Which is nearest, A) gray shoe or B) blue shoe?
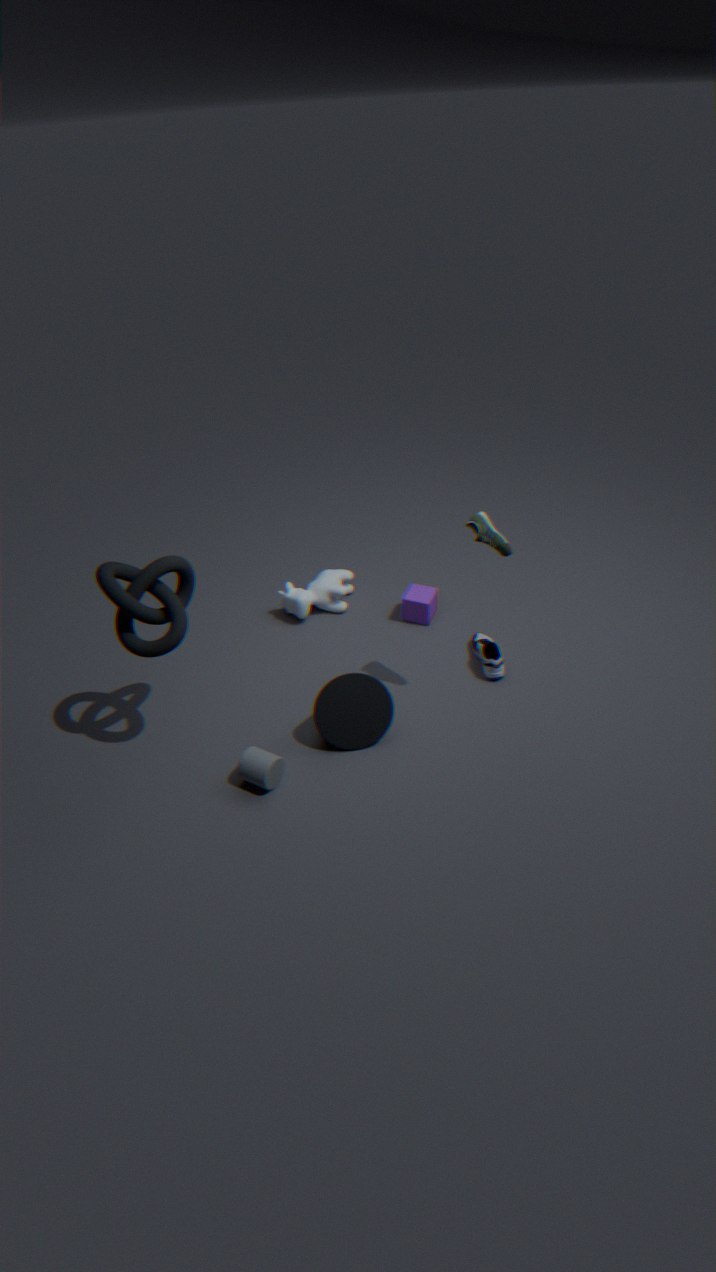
A. gray shoe
